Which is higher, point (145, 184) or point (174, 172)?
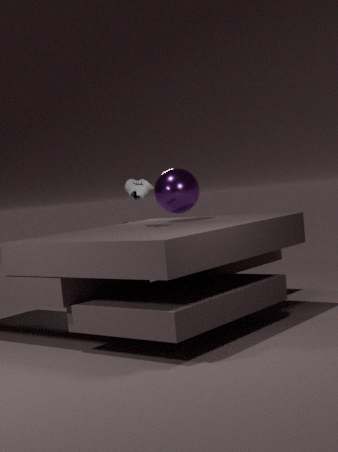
point (145, 184)
